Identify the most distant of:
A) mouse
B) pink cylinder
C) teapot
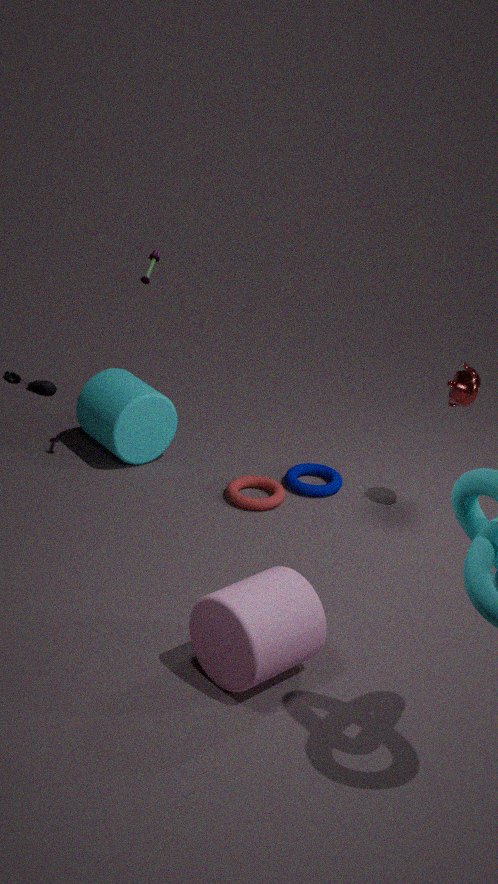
mouse
